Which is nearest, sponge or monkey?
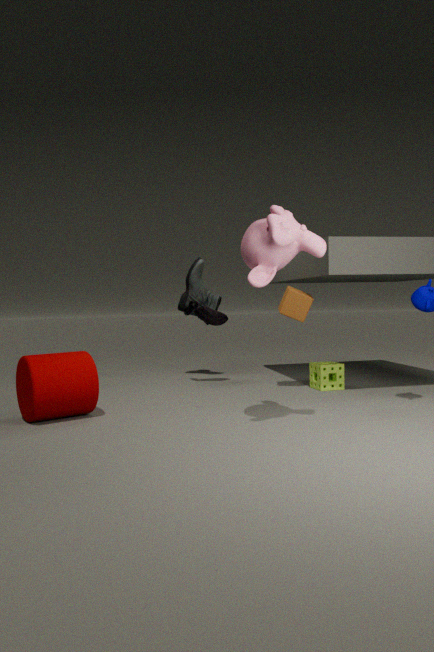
monkey
